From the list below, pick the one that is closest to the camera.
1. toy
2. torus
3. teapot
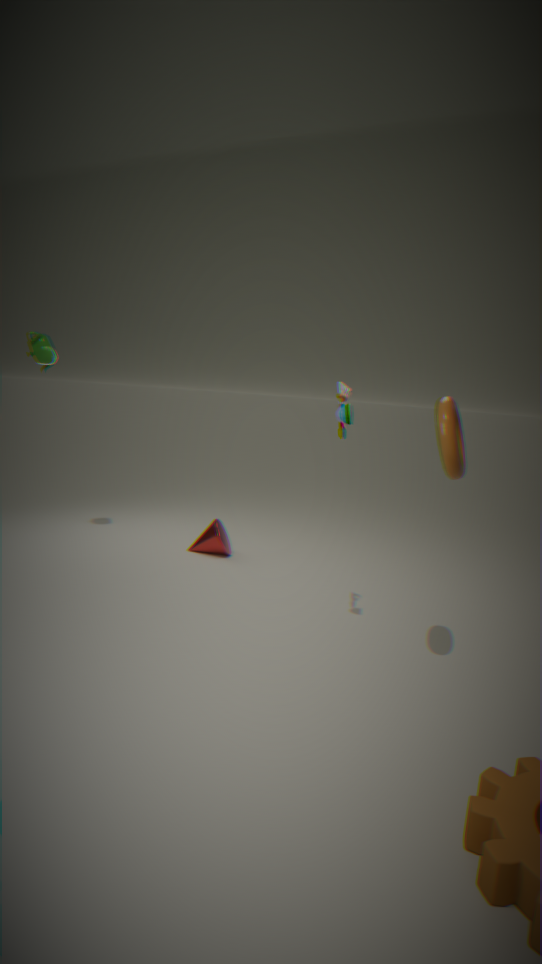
torus
